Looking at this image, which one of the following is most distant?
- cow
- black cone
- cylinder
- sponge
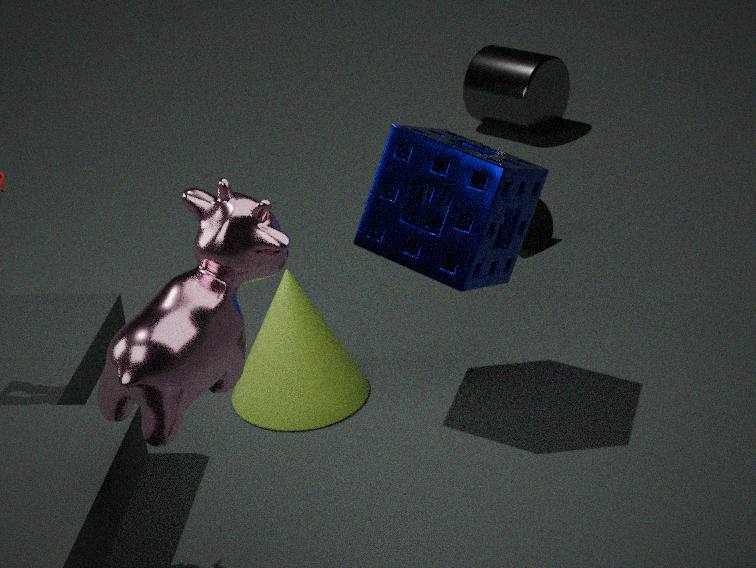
cylinder
